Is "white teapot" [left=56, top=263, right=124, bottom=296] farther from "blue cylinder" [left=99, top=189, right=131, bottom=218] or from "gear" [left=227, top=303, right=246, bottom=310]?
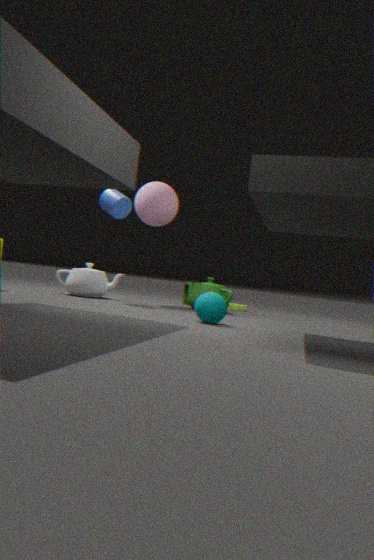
"gear" [left=227, top=303, right=246, bottom=310]
